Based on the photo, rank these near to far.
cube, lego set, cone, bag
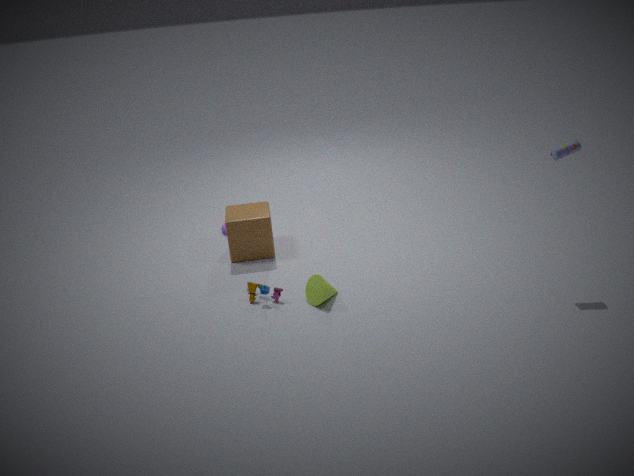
bag, cone, lego set, cube
